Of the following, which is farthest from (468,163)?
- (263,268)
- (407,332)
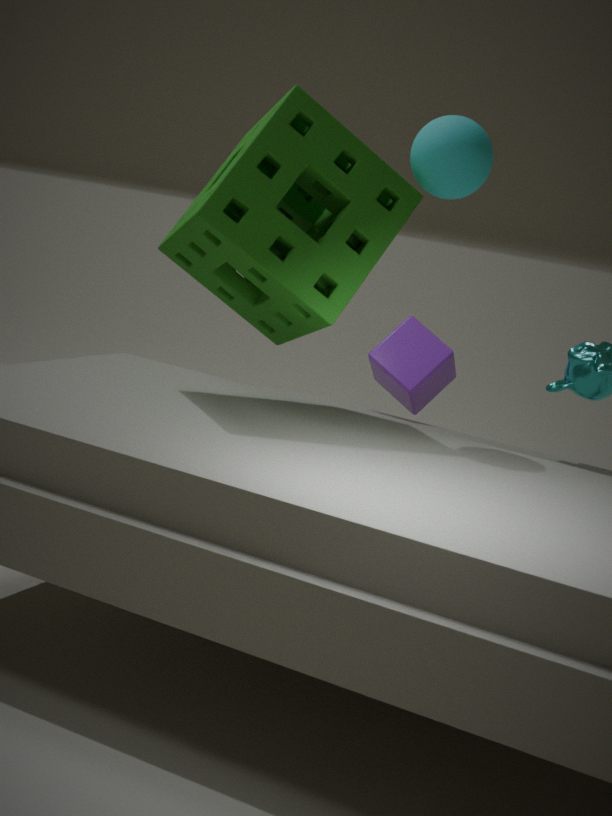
(407,332)
